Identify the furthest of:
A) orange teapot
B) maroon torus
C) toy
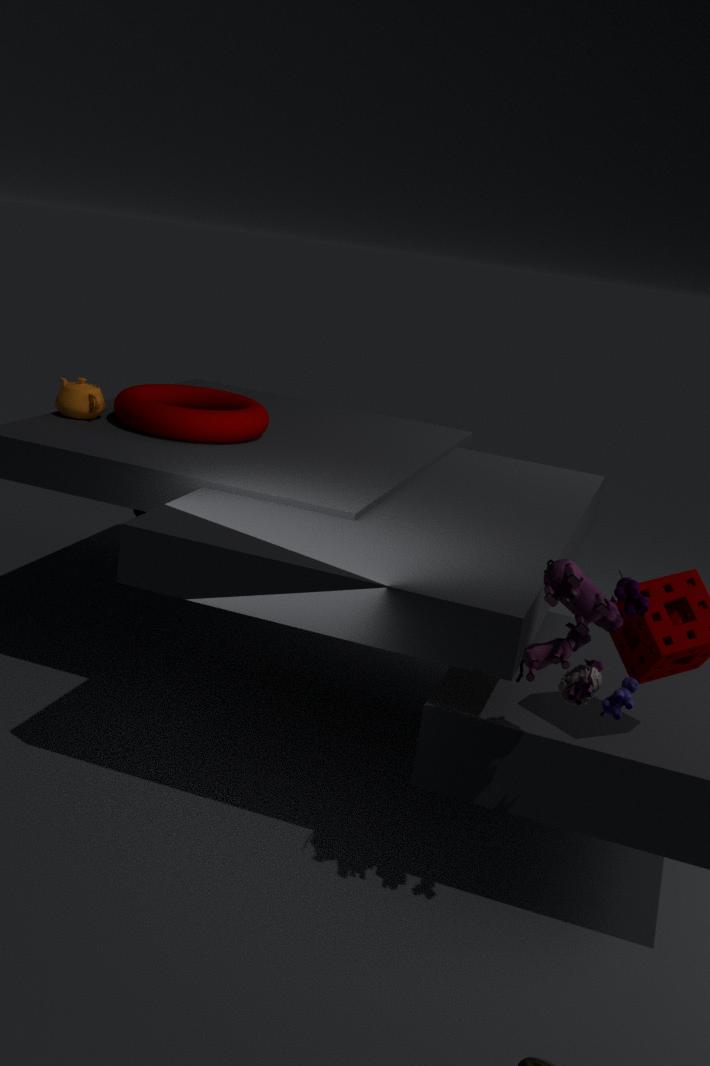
orange teapot
